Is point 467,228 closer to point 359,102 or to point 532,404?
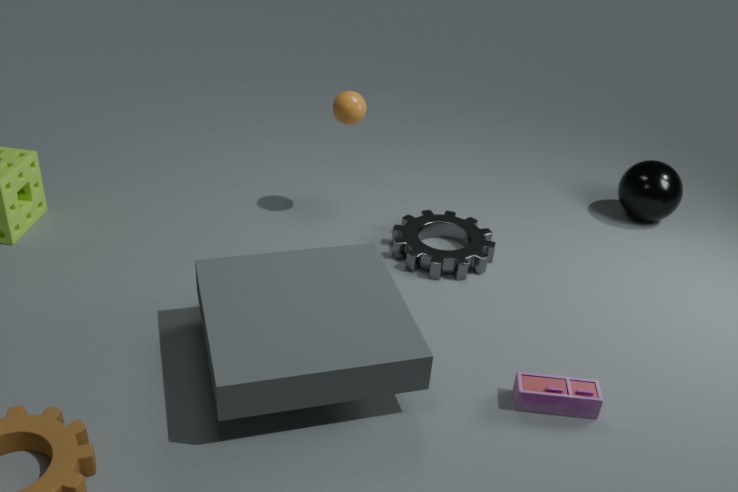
point 359,102
